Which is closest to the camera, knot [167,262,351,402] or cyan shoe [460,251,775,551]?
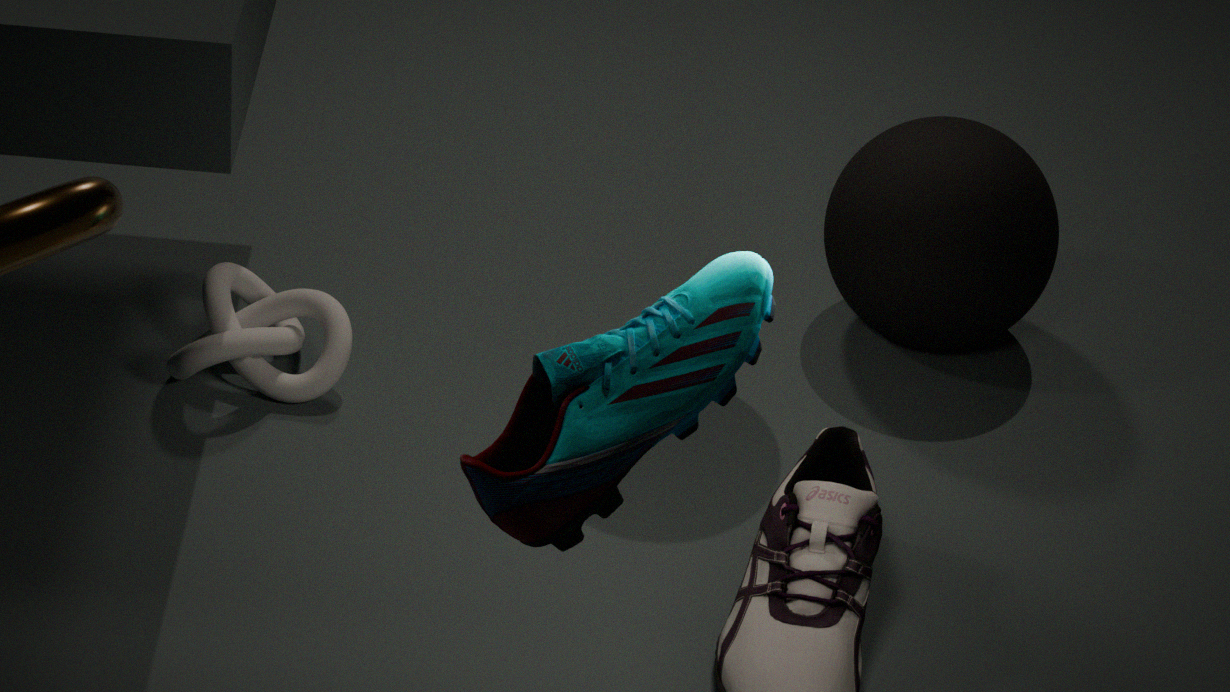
cyan shoe [460,251,775,551]
